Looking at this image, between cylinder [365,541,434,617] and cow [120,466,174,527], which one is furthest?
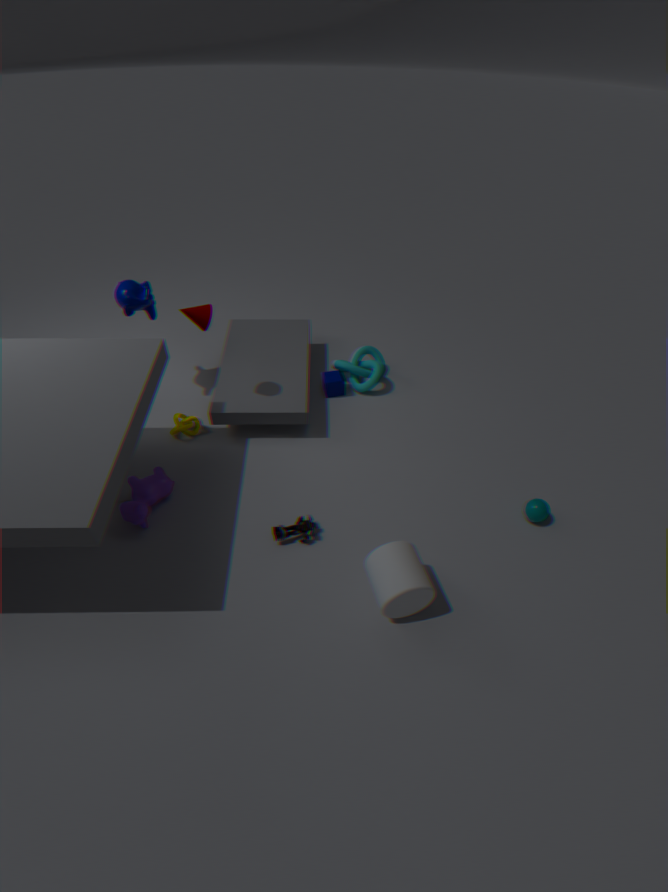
cow [120,466,174,527]
